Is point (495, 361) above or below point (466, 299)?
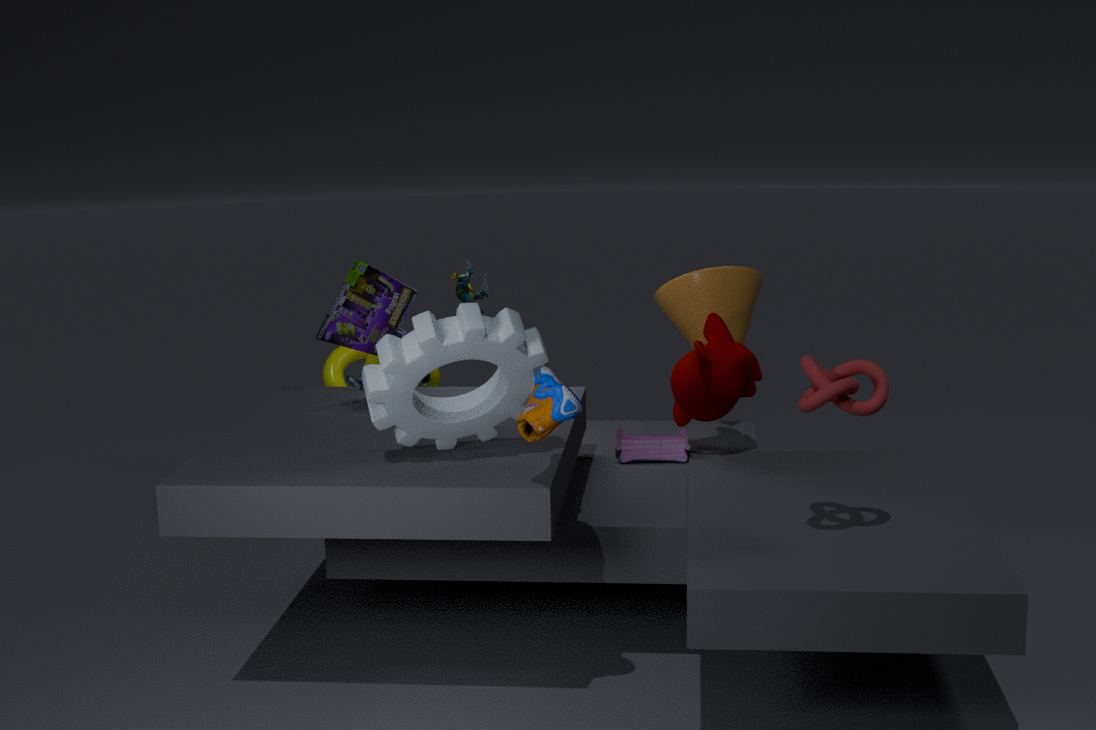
below
